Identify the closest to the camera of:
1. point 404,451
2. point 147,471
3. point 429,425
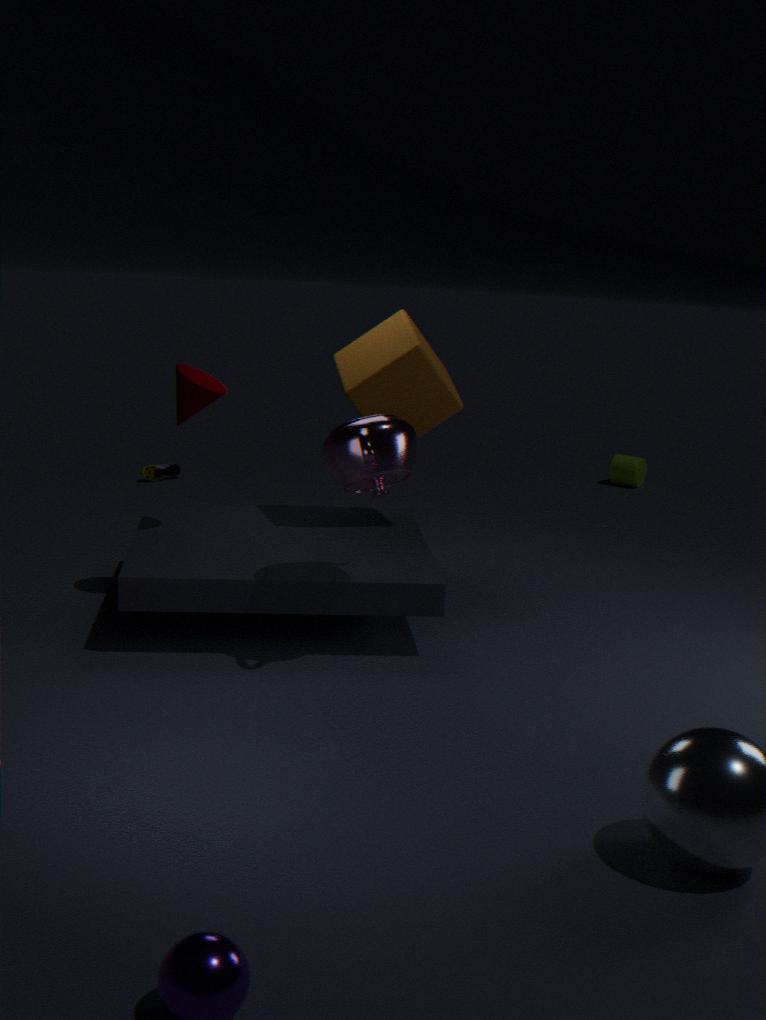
point 404,451
